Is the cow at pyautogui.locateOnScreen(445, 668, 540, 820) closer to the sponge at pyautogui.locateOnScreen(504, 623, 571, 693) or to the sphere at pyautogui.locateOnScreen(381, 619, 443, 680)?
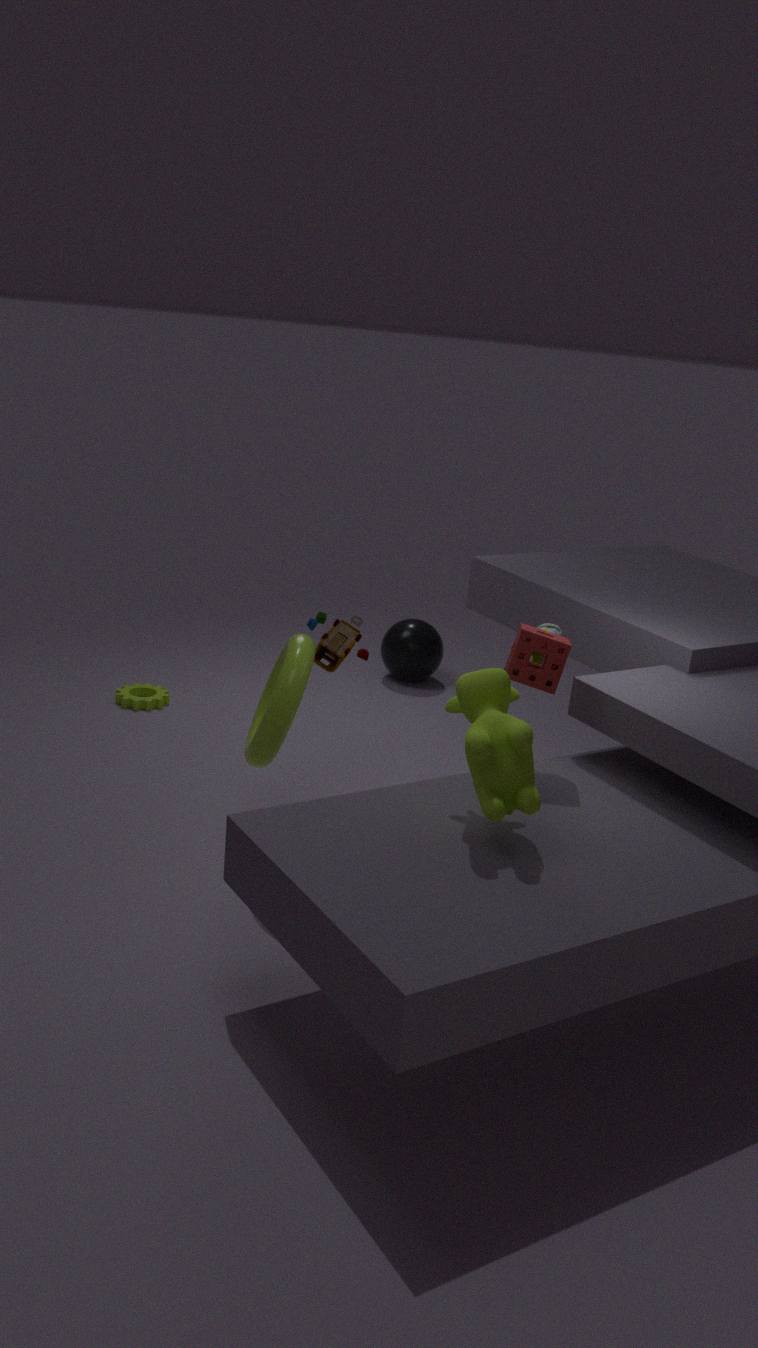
the sponge at pyautogui.locateOnScreen(504, 623, 571, 693)
